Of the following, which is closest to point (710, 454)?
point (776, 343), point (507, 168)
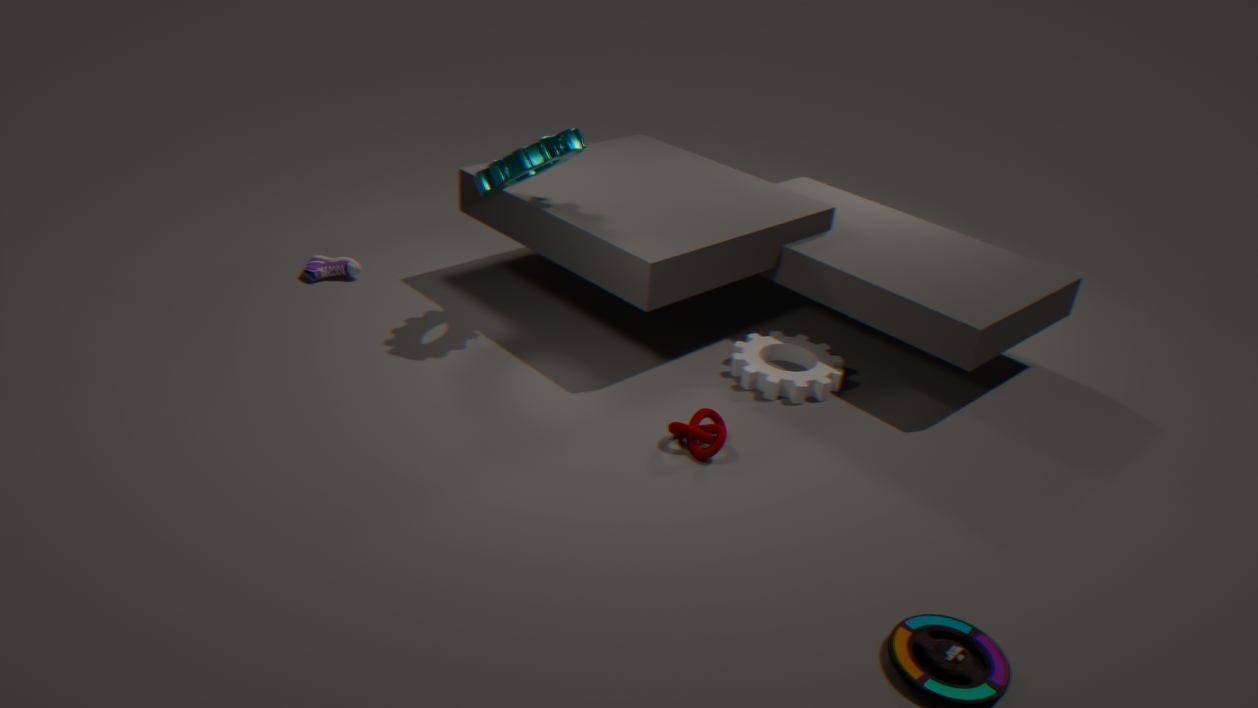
point (776, 343)
